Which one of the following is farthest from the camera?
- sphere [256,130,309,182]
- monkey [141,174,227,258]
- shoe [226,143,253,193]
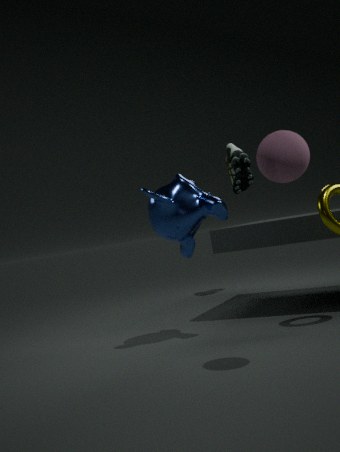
Result: shoe [226,143,253,193]
